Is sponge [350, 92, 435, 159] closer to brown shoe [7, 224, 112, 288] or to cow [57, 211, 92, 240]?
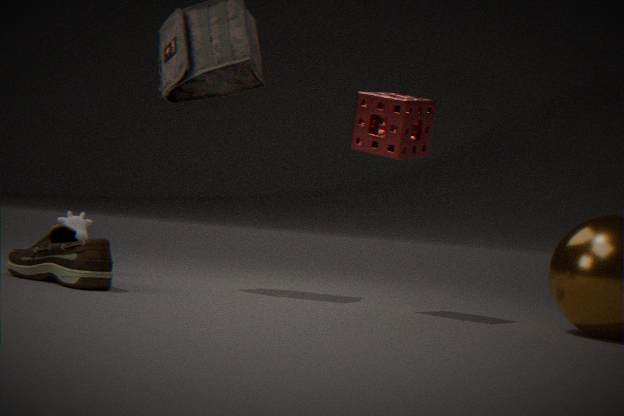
brown shoe [7, 224, 112, 288]
